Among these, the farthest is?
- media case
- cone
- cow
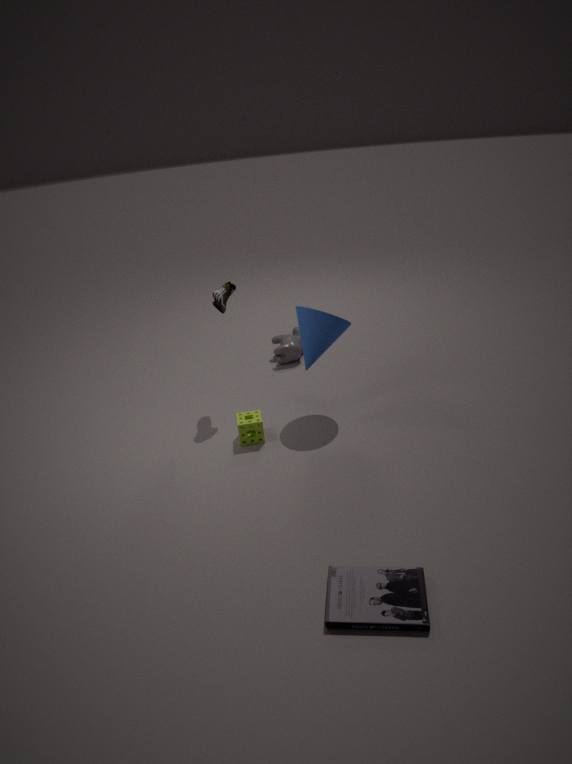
cow
